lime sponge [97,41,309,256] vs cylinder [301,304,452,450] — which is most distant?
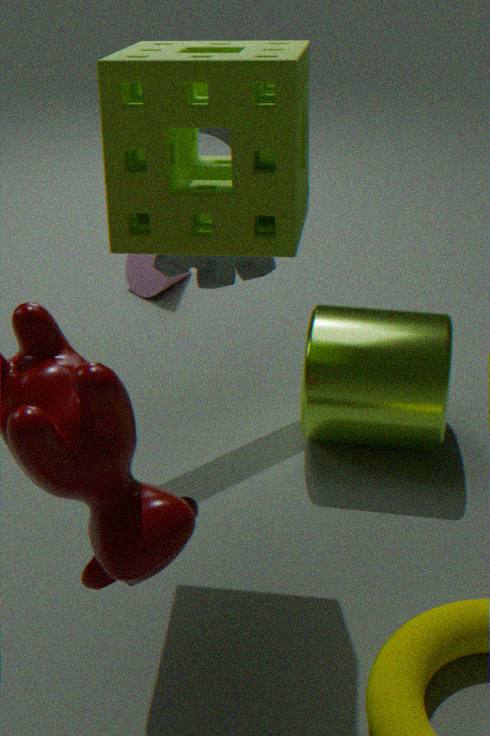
cylinder [301,304,452,450]
